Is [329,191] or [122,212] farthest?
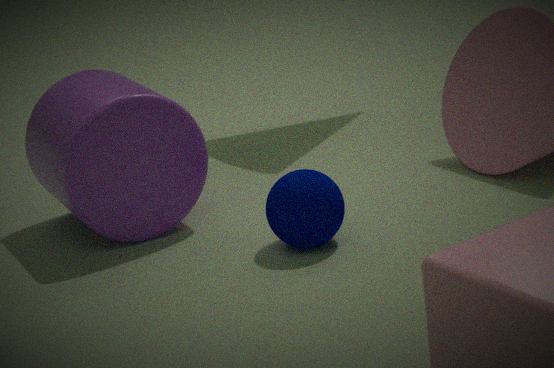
[122,212]
